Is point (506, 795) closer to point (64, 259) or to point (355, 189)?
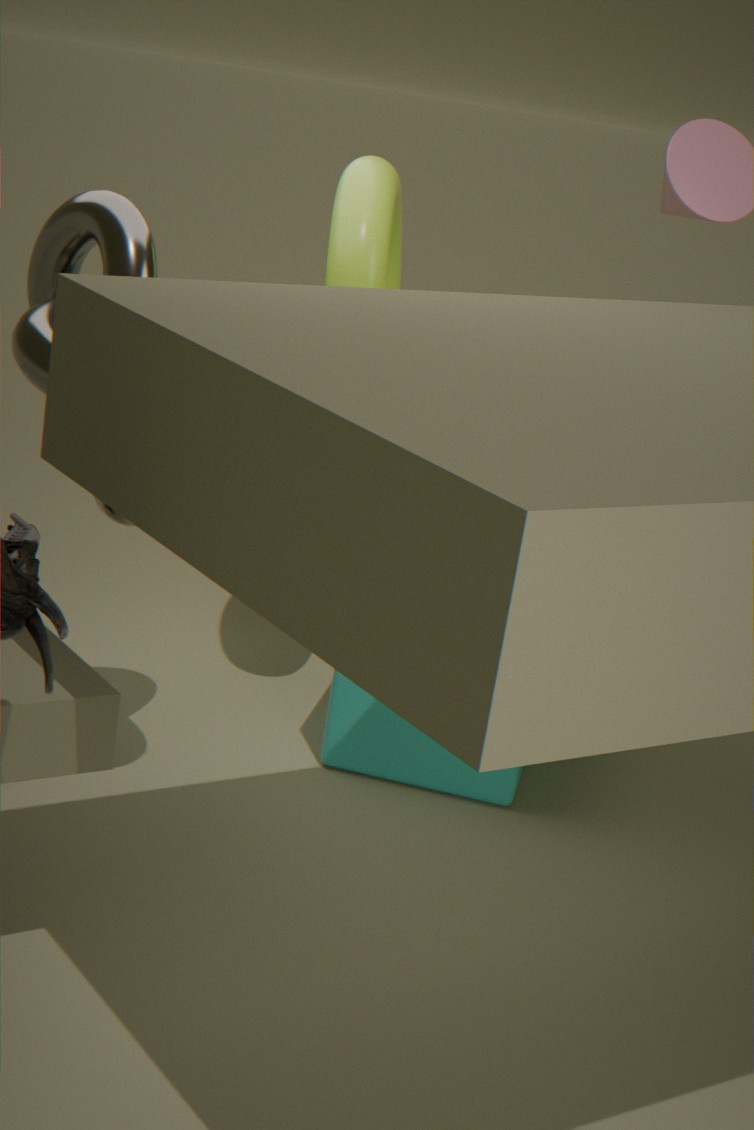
point (355, 189)
